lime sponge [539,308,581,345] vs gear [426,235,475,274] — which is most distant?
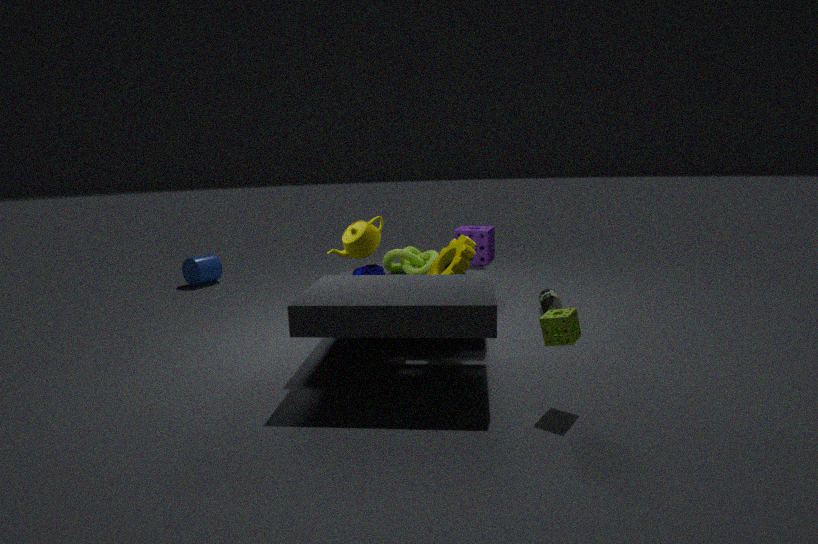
gear [426,235,475,274]
